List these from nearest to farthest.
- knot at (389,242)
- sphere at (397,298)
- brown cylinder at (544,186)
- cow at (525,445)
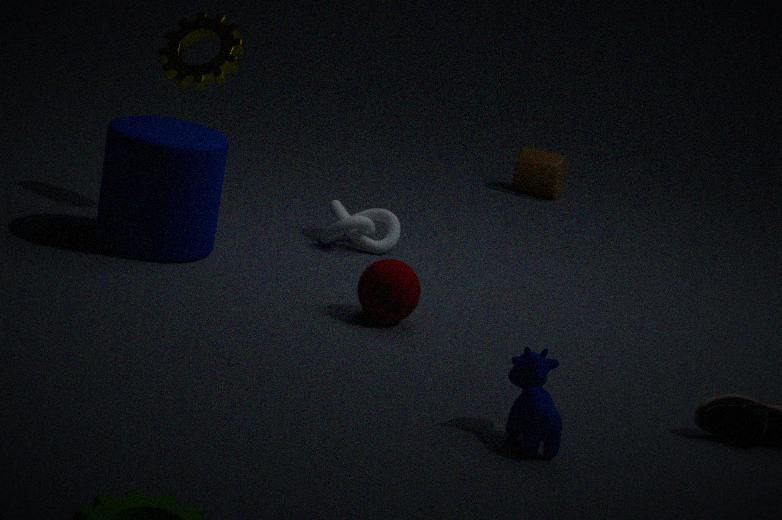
cow at (525,445) < sphere at (397,298) < knot at (389,242) < brown cylinder at (544,186)
